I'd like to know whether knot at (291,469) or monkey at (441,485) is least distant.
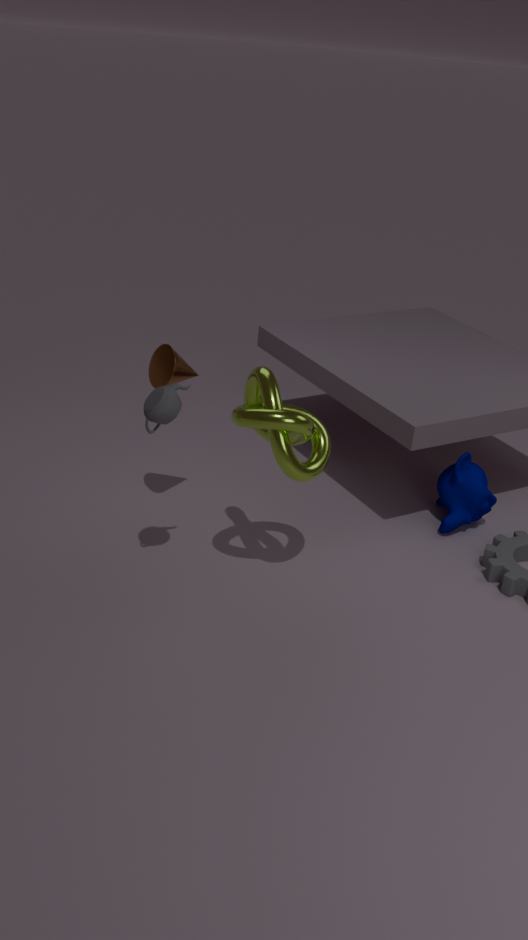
knot at (291,469)
